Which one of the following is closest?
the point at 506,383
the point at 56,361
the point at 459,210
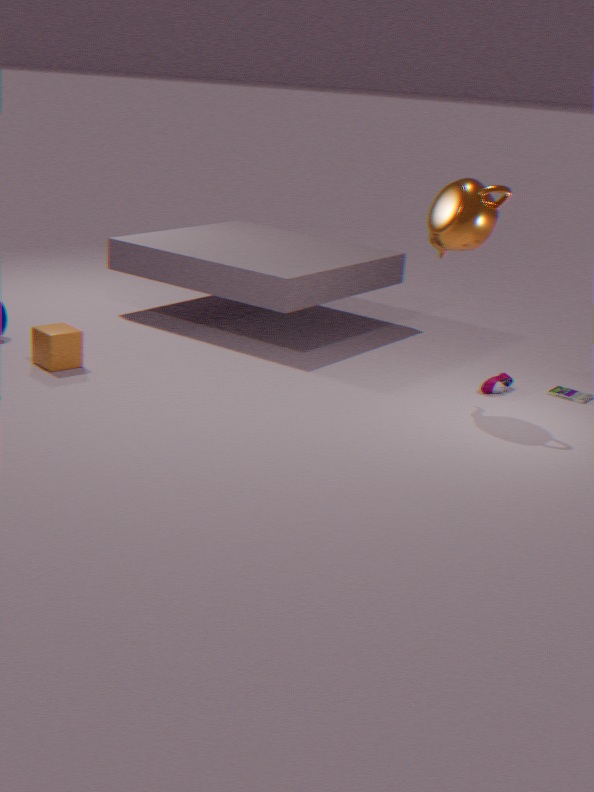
the point at 459,210
